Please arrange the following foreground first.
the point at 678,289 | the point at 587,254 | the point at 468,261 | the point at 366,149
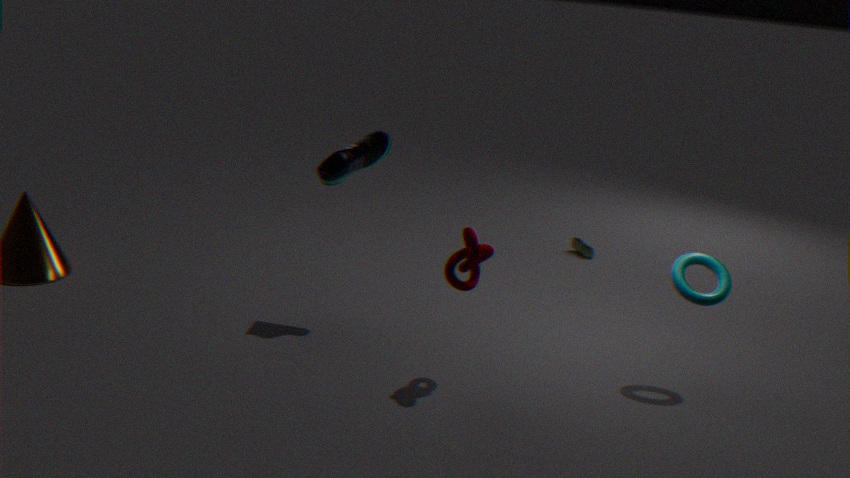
the point at 468,261 < the point at 678,289 < the point at 366,149 < the point at 587,254
